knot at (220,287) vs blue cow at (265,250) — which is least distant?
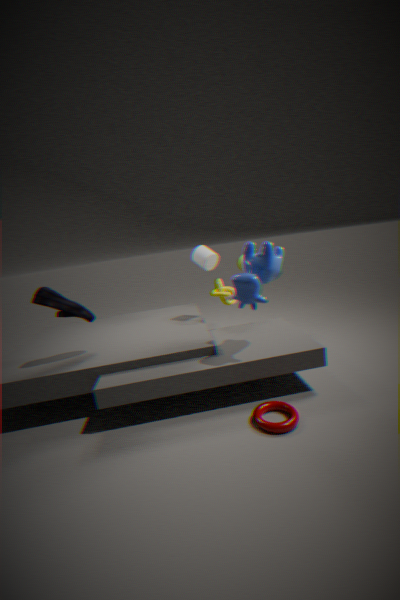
blue cow at (265,250)
